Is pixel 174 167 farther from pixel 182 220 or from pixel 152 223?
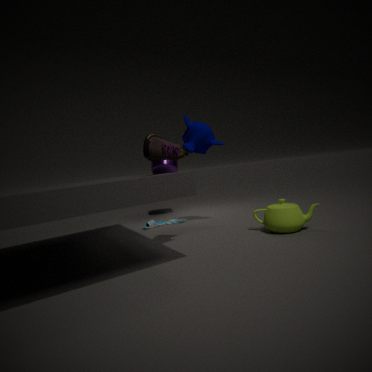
pixel 152 223
